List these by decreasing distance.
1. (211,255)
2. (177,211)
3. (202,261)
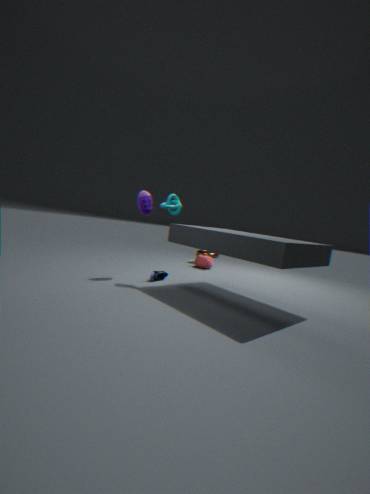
(211,255), (202,261), (177,211)
